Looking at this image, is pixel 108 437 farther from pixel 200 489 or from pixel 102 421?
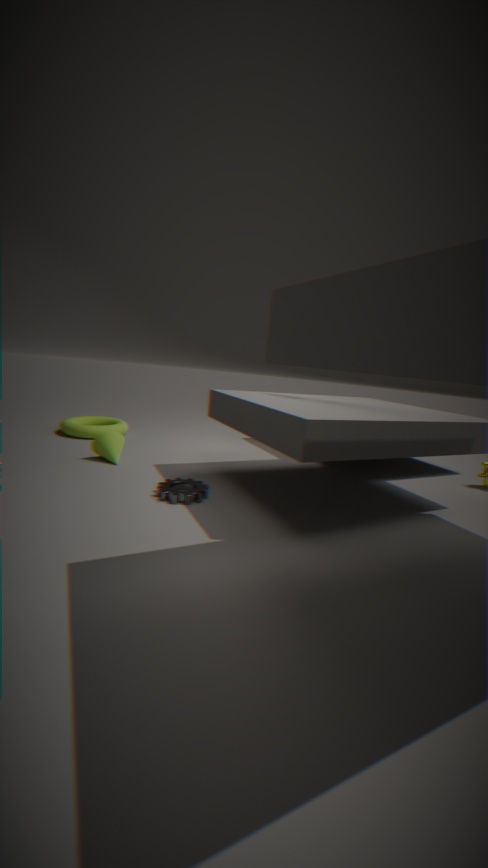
pixel 102 421
